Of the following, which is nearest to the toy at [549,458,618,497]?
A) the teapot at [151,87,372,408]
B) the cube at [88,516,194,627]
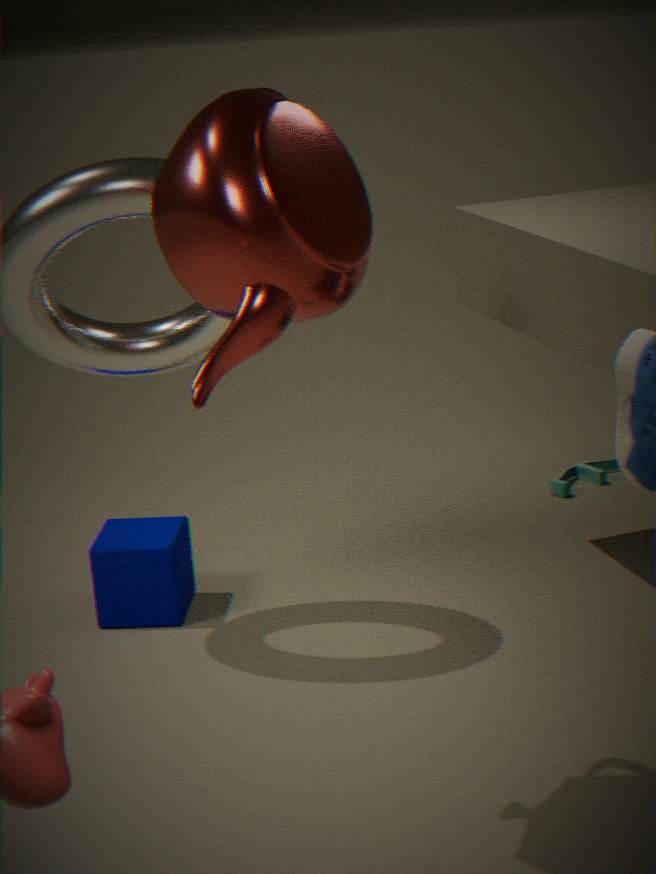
the cube at [88,516,194,627]
